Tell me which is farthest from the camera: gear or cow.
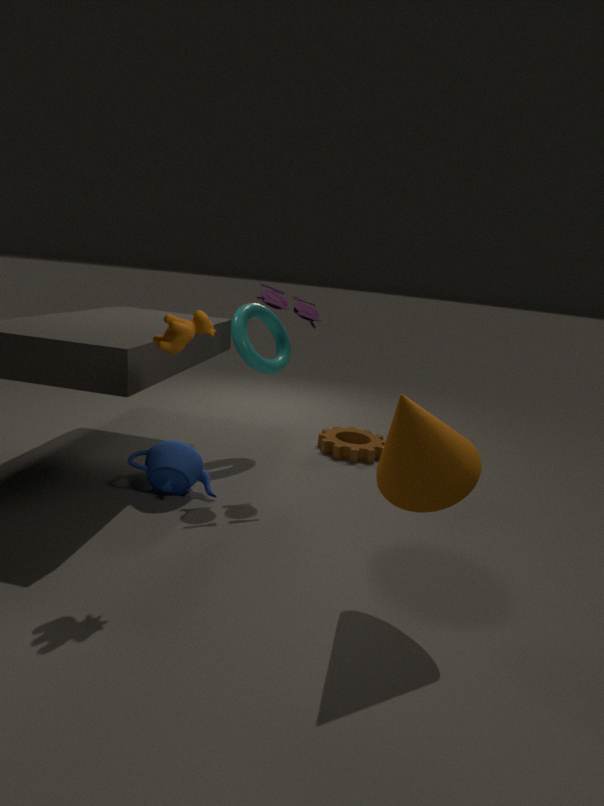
gear
